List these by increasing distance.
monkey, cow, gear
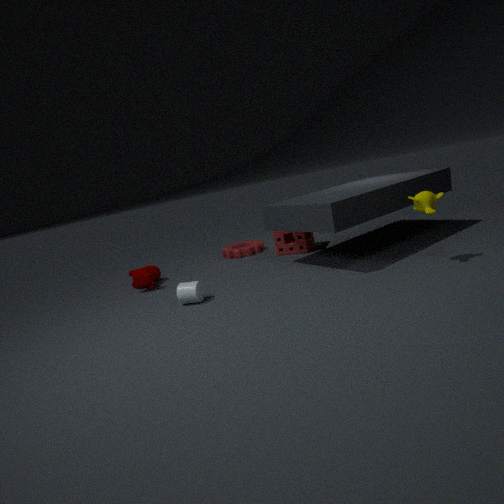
monkey, cow, gear
